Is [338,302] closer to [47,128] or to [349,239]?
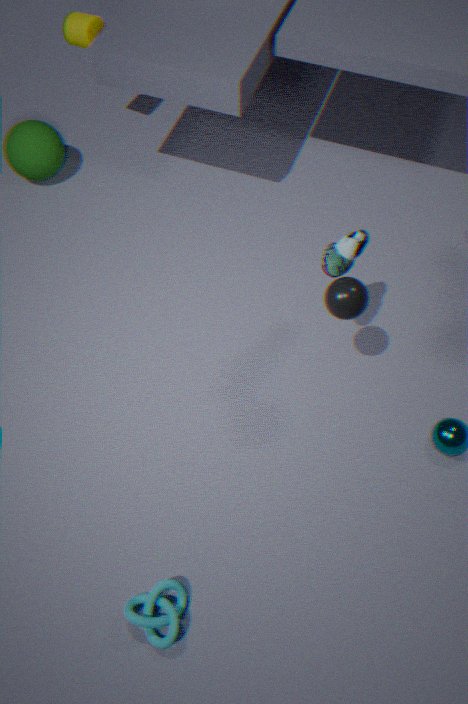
[349,239]
